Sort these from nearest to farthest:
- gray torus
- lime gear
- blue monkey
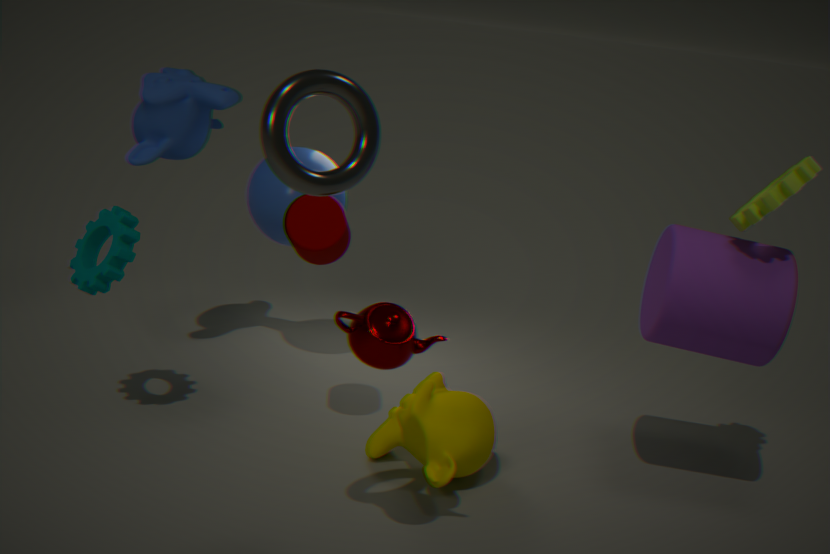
gray torus → lime gear → blue monkey
